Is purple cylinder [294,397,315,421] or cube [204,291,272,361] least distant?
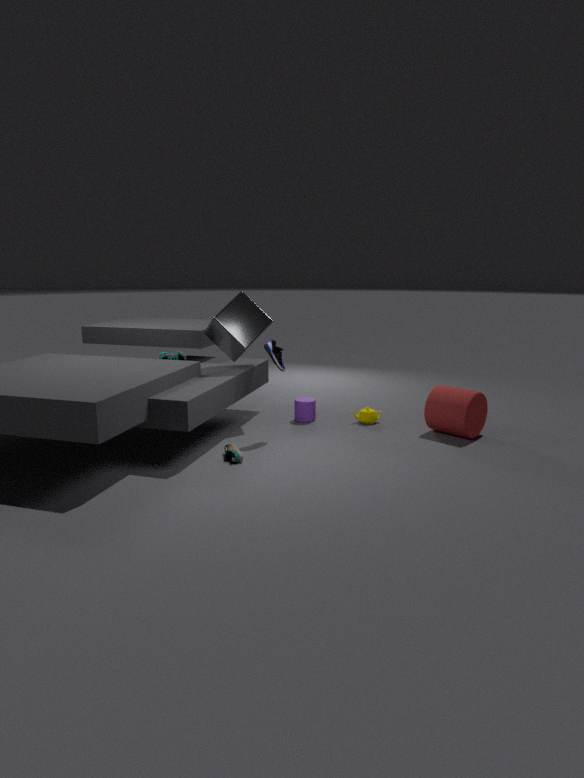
cube [204,291,272,361]
